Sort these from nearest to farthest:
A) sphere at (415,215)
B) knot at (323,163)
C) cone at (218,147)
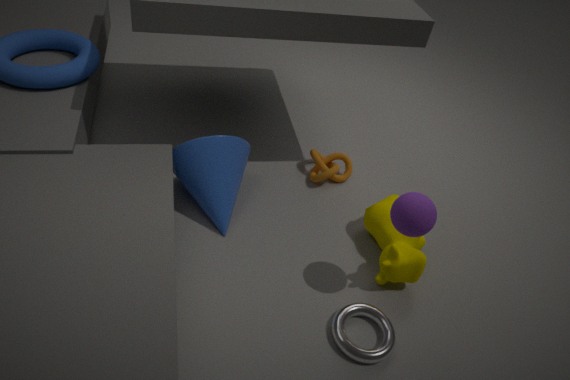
1. sphere at (415,215)
2. cone at (218,147)
3. knot at (323,163)
